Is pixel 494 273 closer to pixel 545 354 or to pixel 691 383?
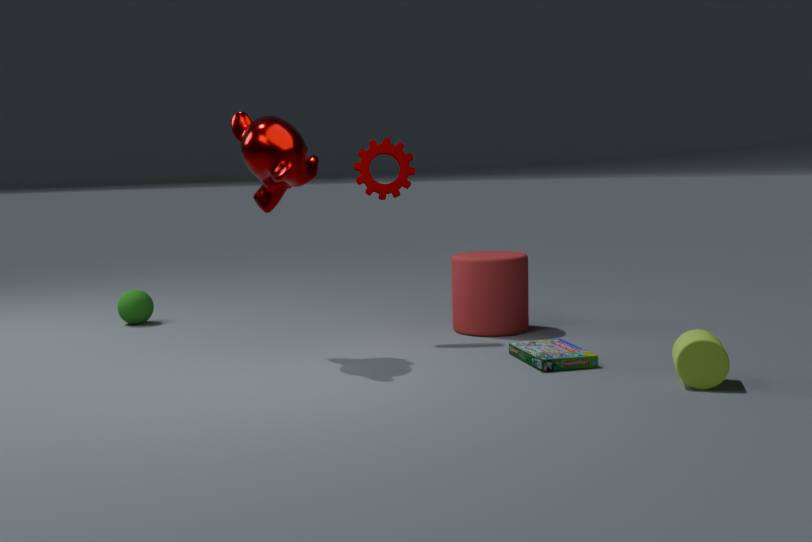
pixel 545 354
